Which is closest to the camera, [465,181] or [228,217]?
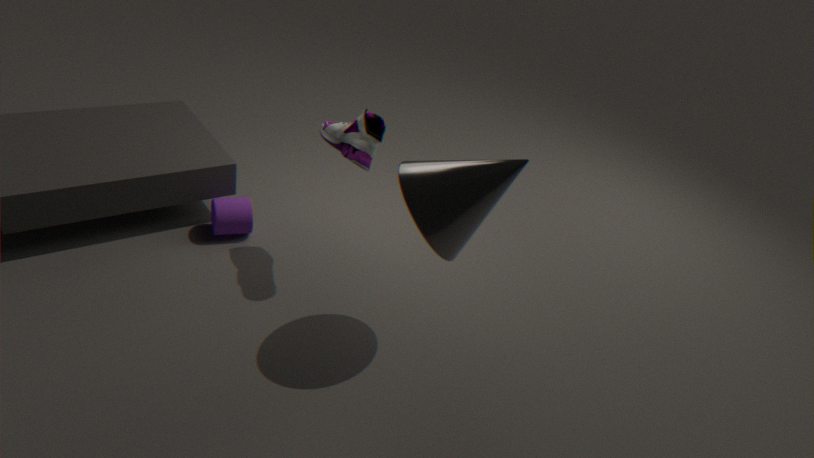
[465,181]
